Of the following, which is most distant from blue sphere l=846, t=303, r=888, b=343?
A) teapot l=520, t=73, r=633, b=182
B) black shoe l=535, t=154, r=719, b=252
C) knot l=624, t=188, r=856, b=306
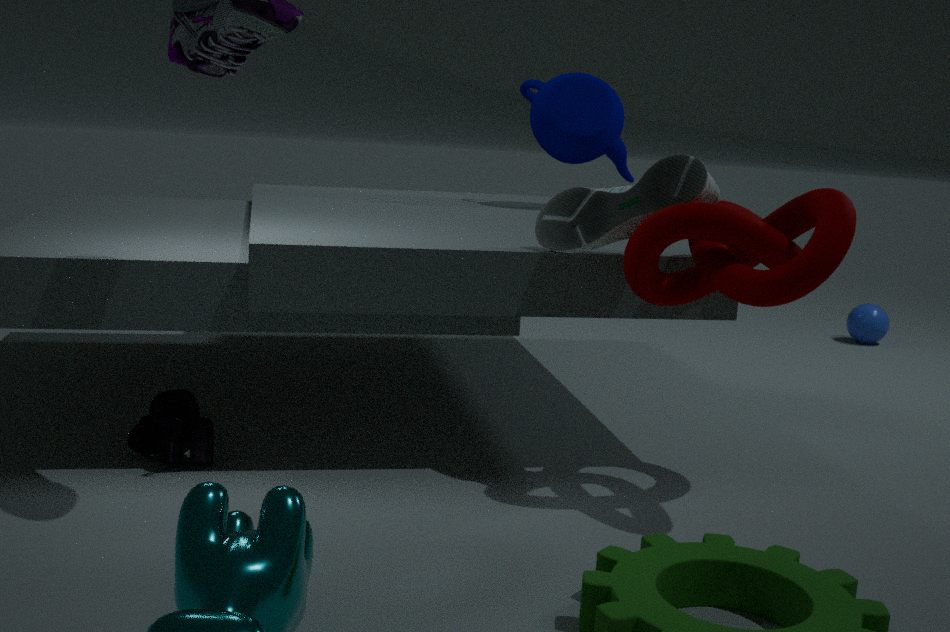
black shoe l=535, t=154, r=719, b=252
